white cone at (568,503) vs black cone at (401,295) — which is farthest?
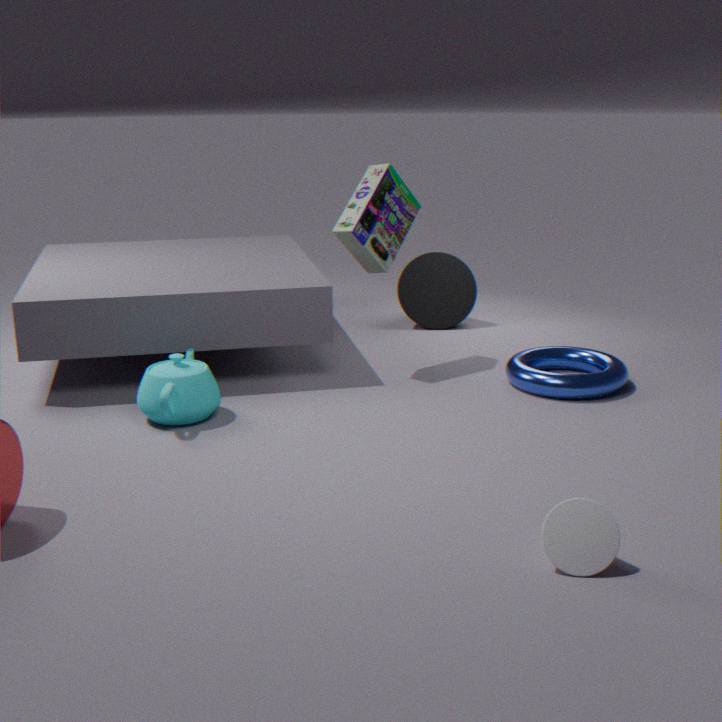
black cone at (401,295)
